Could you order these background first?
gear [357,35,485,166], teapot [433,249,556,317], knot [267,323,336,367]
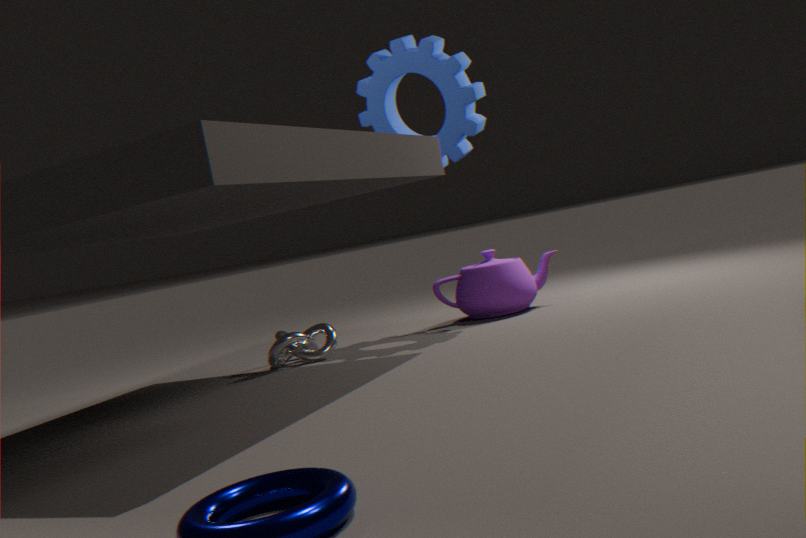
1. teapot [433,249,556,317]
2. gear [357,35,485,166]
3. knot [267,323,336,367]
